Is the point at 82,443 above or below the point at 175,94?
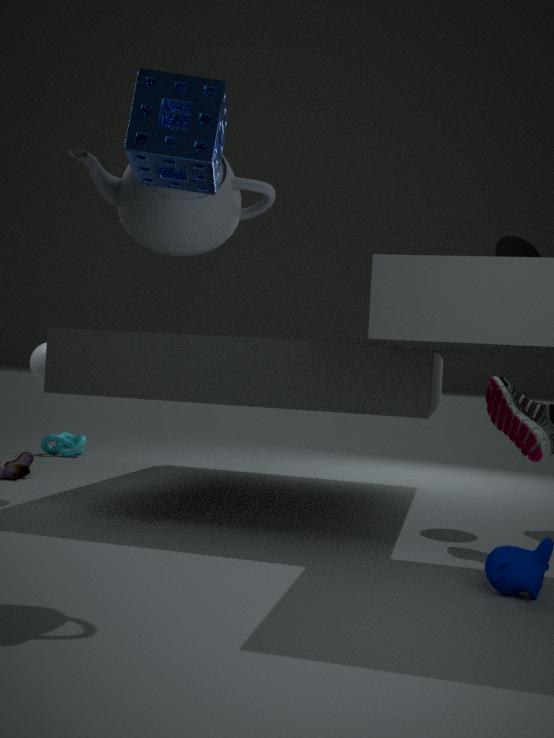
below
